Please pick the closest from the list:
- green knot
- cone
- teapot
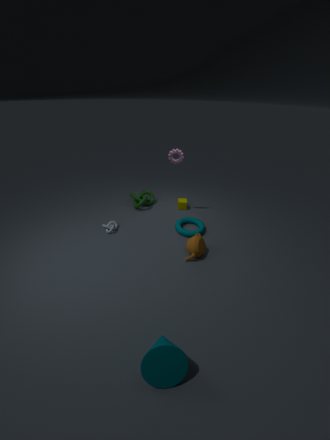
cone
